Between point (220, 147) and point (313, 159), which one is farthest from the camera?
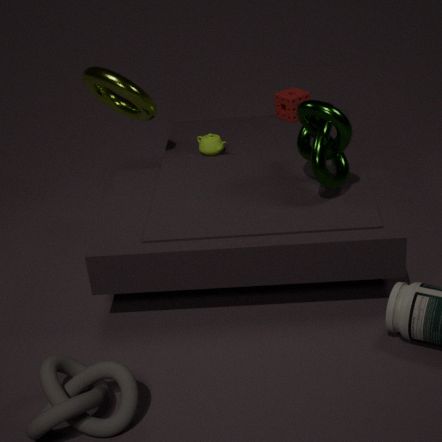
point (220, 147)
